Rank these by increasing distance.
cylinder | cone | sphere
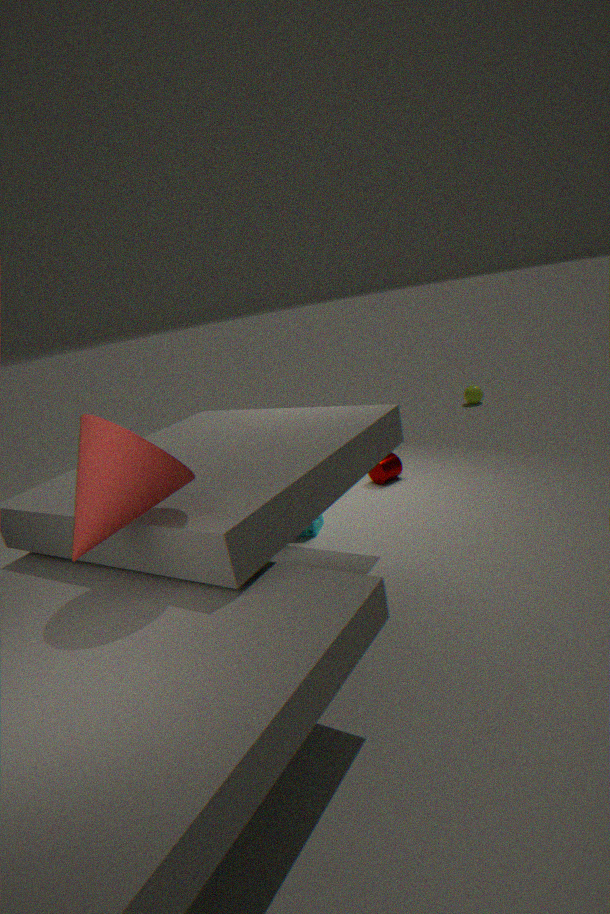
cone → cylinder → sphere
